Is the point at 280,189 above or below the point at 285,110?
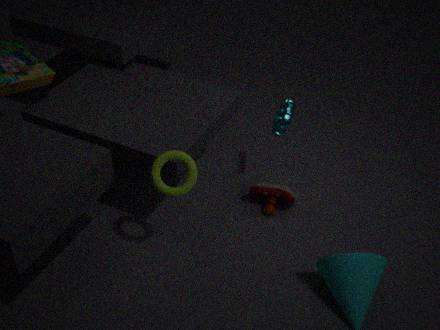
below
